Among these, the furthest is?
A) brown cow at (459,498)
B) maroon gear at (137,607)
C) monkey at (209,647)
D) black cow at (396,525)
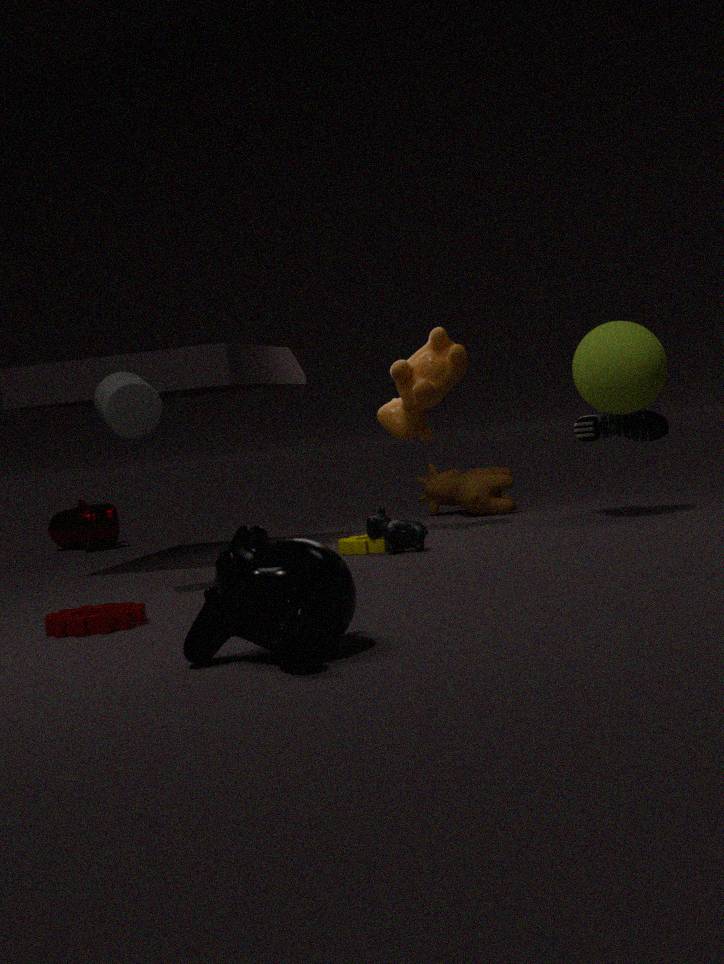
brown cow at (459,498)
